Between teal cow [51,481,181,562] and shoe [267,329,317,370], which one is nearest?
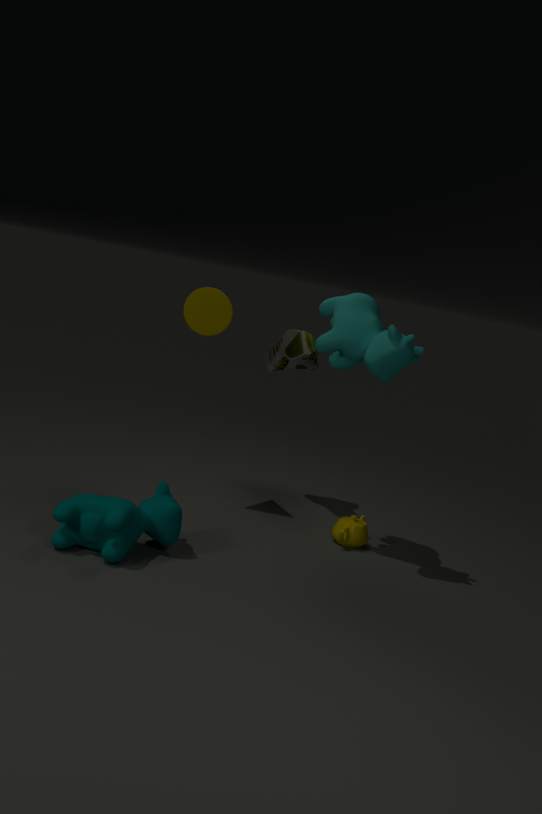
teal cow [51,481,181,562]
